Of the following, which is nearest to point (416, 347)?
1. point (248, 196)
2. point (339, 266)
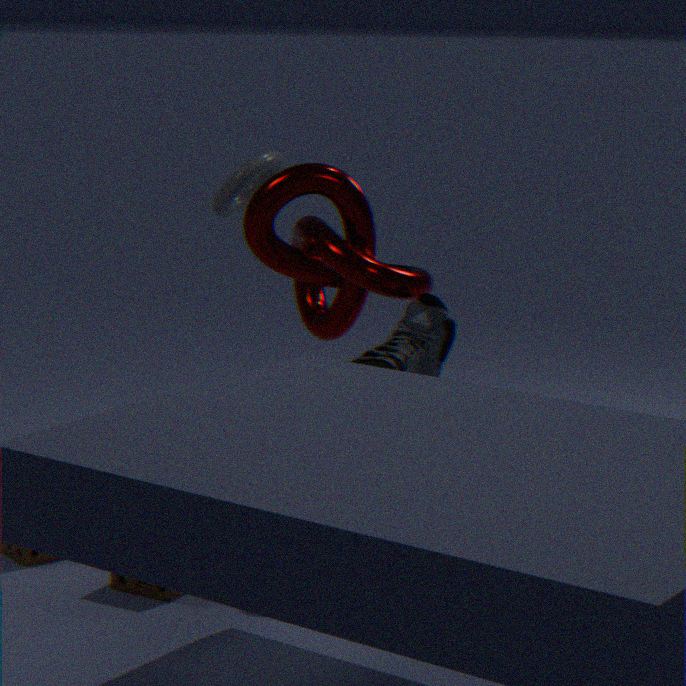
point (339, 266)
